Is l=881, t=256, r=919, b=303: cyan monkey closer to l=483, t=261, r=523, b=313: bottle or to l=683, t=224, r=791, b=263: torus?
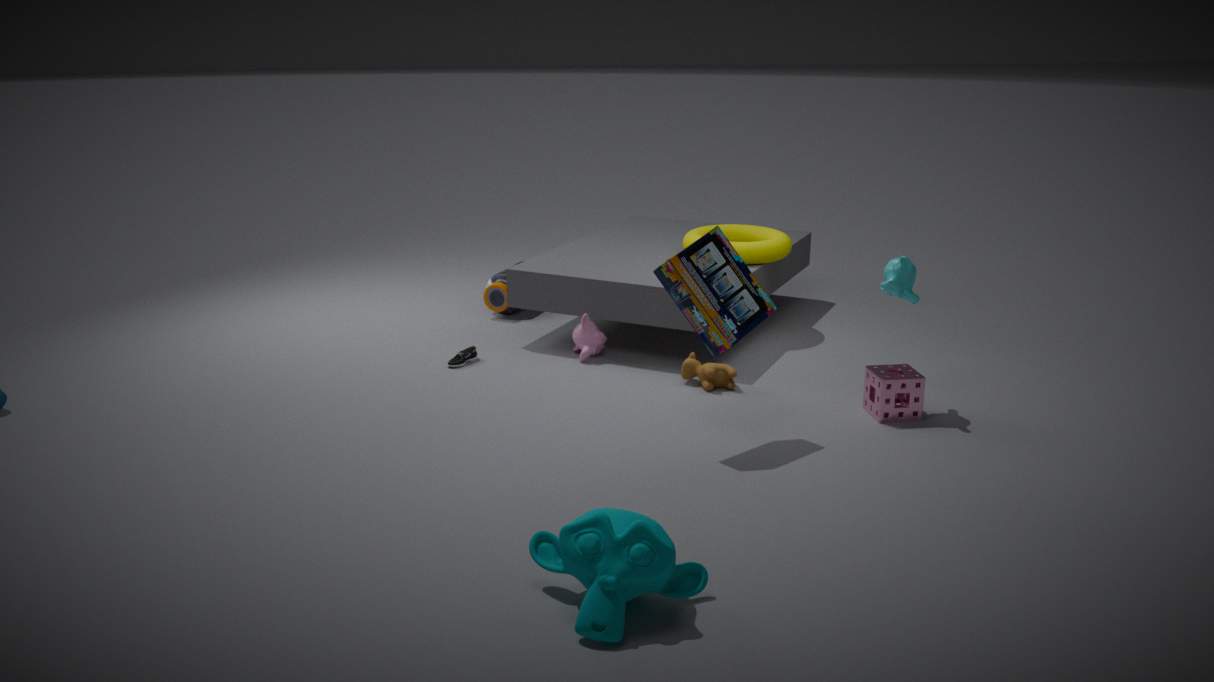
l=683, t=224, r=791, b=263: torus
